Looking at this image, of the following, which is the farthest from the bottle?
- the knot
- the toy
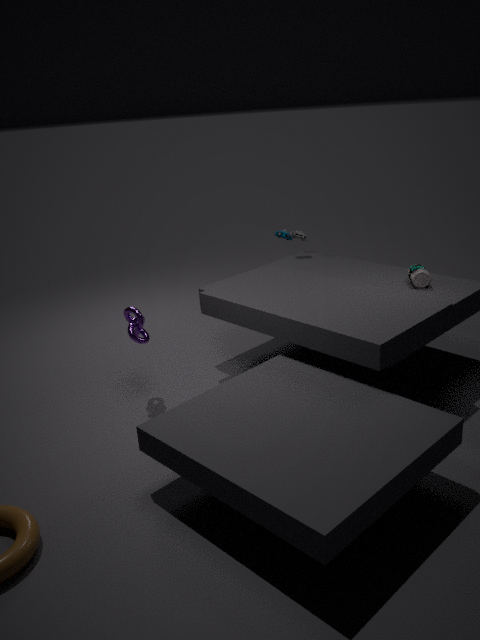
the knot
